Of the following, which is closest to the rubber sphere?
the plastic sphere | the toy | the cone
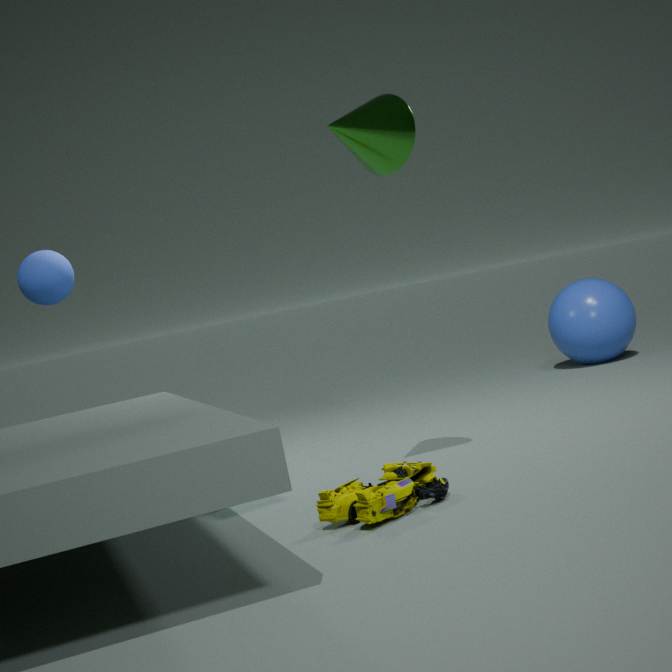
the cone
